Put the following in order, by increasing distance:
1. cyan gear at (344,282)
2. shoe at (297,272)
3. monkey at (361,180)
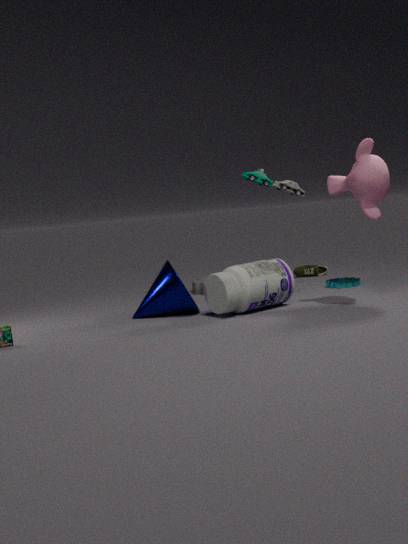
monkey at (361,180)
cyan gear at (344,282)
shoe at (297,272)
